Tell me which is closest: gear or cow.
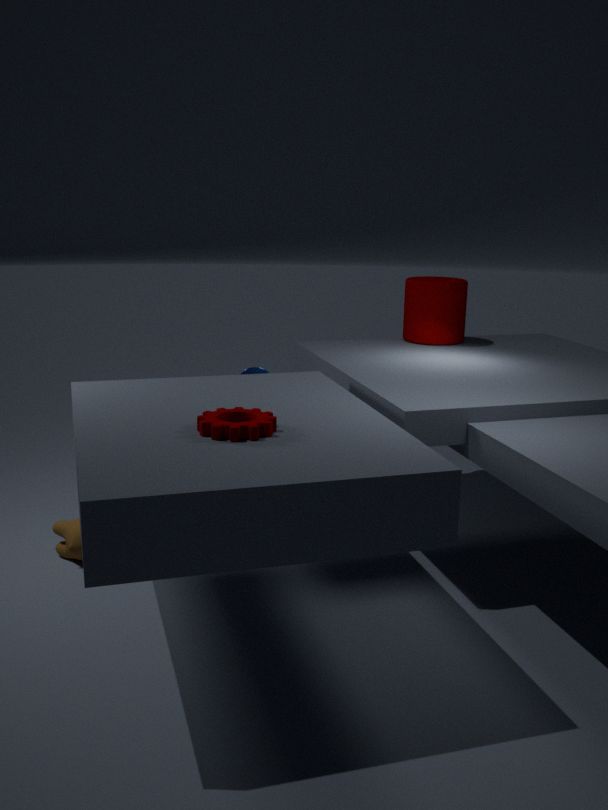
gear
